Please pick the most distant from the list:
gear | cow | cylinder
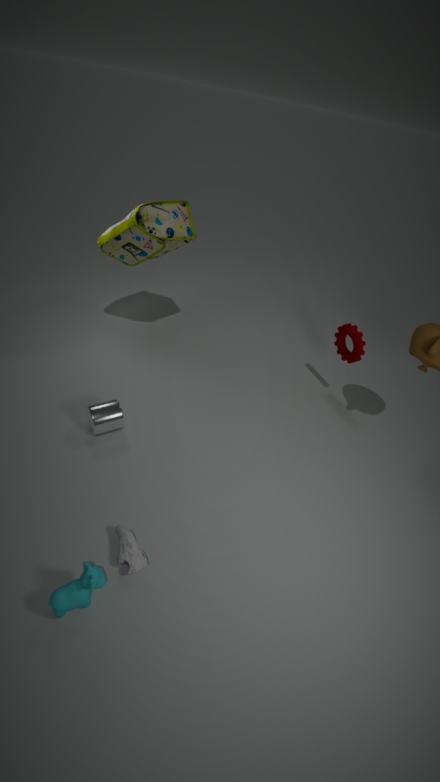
gear
